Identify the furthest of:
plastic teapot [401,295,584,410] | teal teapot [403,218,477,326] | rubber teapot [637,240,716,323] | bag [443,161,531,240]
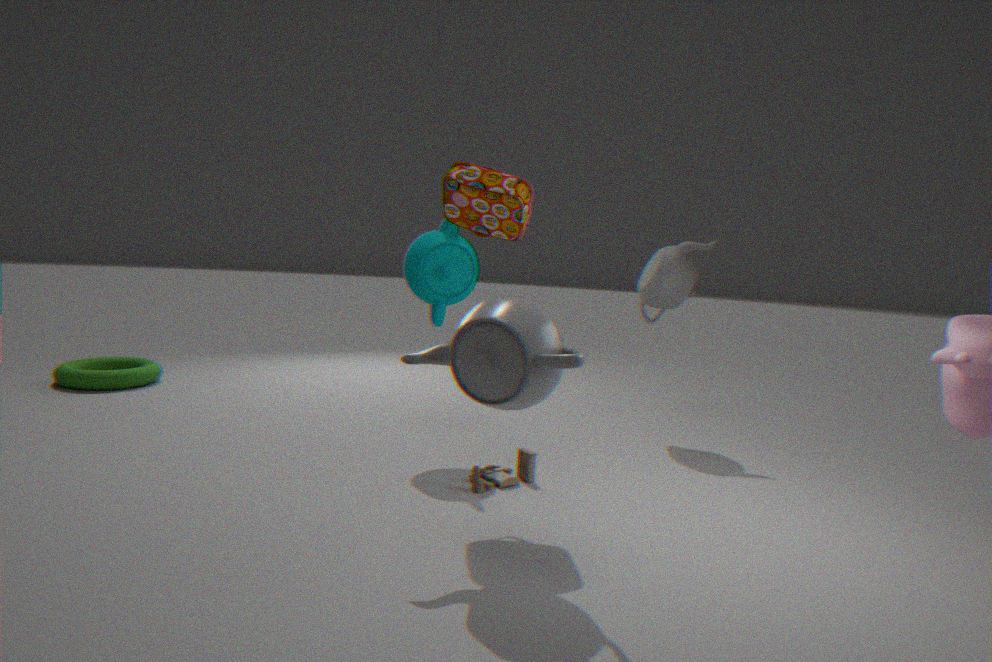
rubber teapot [637,240,716,323]
